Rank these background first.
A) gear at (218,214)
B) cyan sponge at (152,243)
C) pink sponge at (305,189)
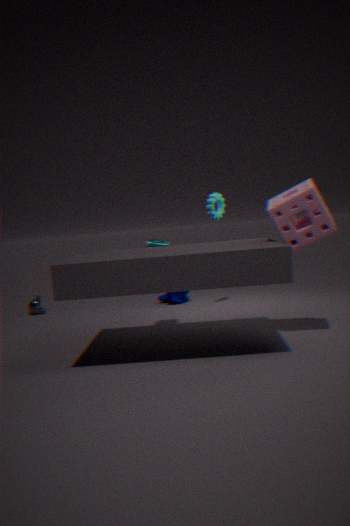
gear at (218,214)
cyan sponge at (152,243)
pink sponge at (305,189)
